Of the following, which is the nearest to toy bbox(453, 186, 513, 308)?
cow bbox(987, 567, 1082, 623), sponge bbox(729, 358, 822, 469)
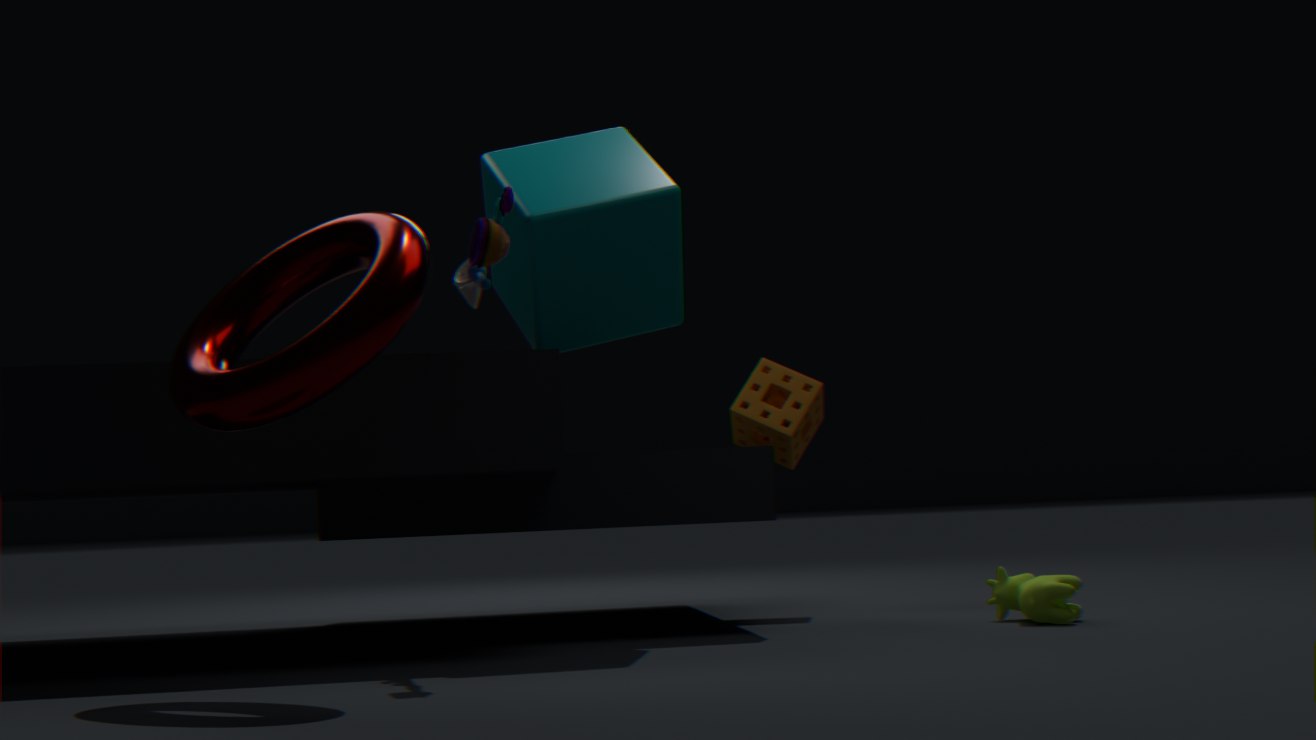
sponge bbox(729, 358, 822, 469)
